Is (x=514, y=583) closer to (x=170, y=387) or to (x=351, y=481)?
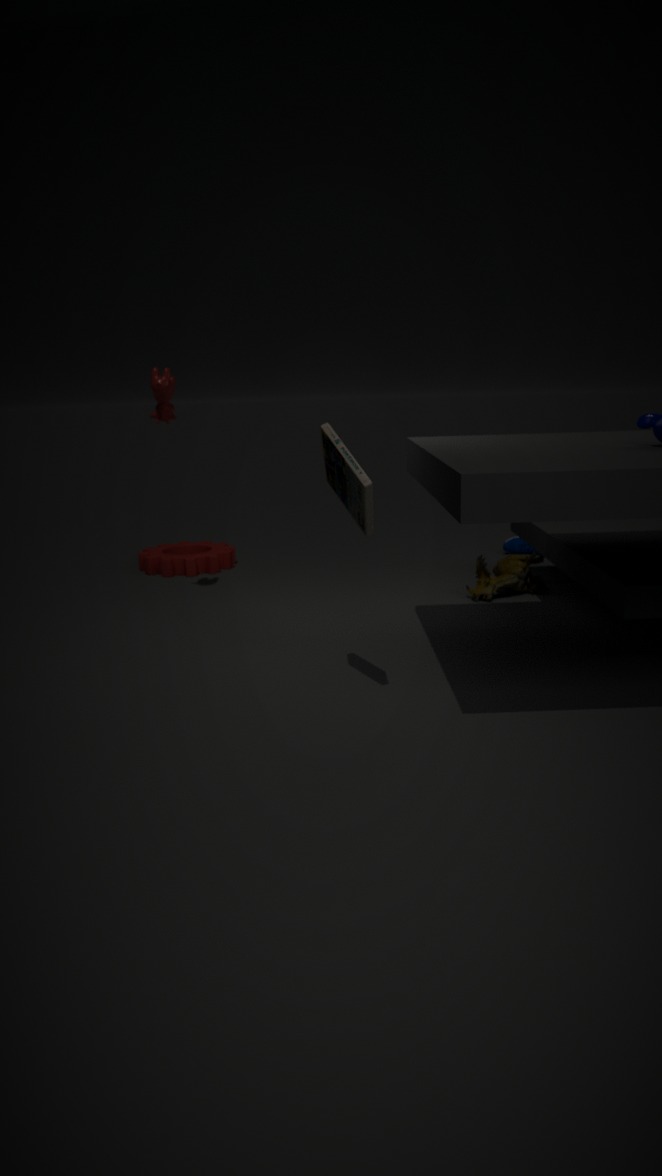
(x=351, y=481)
